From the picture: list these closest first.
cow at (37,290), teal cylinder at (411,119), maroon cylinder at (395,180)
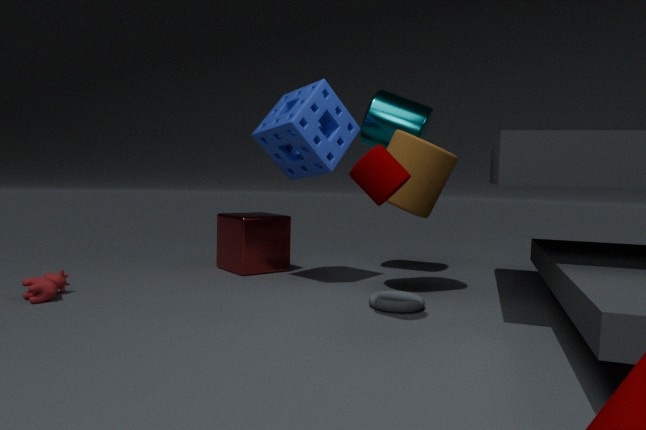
maroon cylinder at (395,180) → cow at (37,290) → teal cylinder at (411,119)
